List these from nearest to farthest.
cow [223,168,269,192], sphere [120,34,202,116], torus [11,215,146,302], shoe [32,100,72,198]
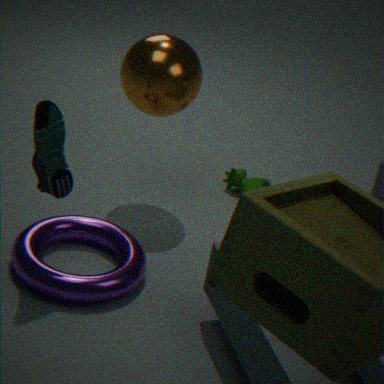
shoe [32,100,72,198] < torus [11,215,146,302] < sphere [120,34,202,116] < cow [223,168,269,192]
